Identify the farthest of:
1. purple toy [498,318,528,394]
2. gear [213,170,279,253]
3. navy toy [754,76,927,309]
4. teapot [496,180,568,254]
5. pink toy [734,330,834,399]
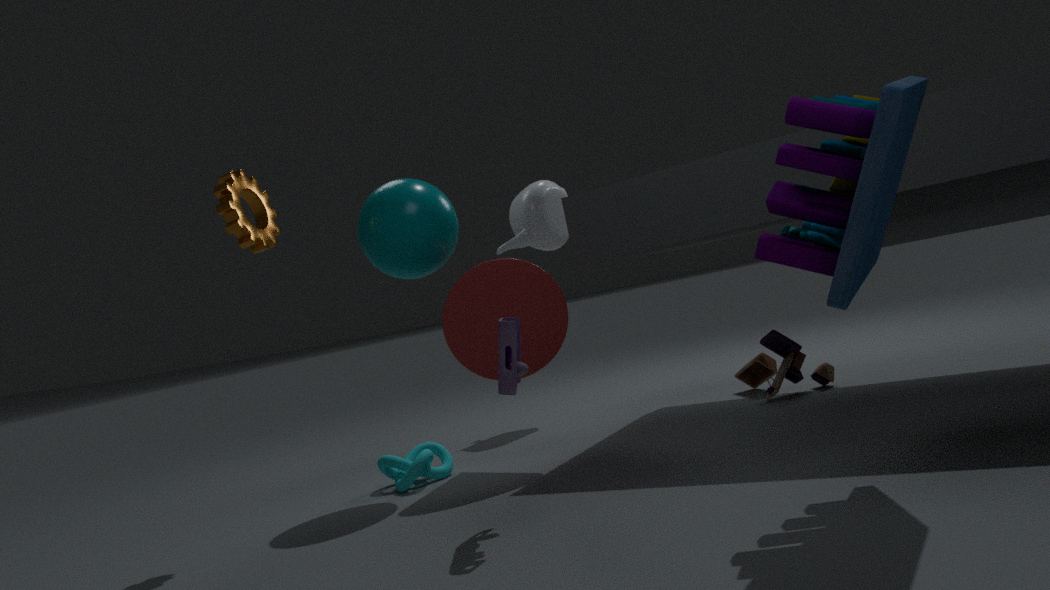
teapot [496,180,568,254]
